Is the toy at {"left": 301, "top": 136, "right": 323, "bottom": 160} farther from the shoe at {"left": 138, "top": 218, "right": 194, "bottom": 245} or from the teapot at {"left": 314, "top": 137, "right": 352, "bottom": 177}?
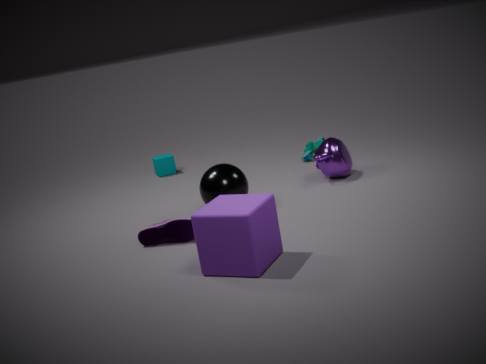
the shoe at {"left": 138, "top": 218, "right": 194, "bottom": 245}
